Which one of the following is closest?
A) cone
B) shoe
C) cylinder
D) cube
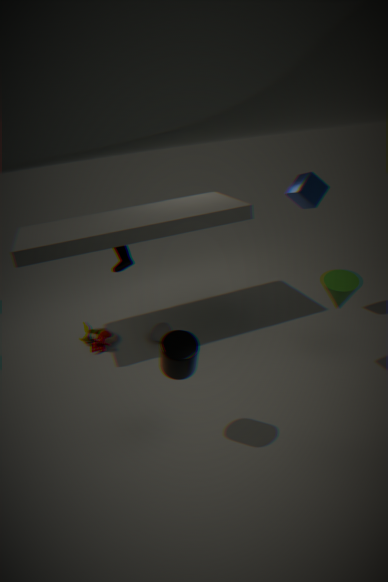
cylinder
